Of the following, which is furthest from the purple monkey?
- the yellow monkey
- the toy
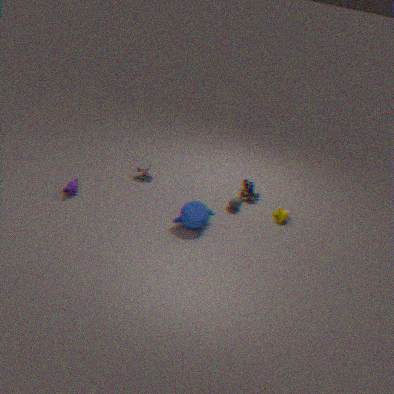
the yellow monkey
